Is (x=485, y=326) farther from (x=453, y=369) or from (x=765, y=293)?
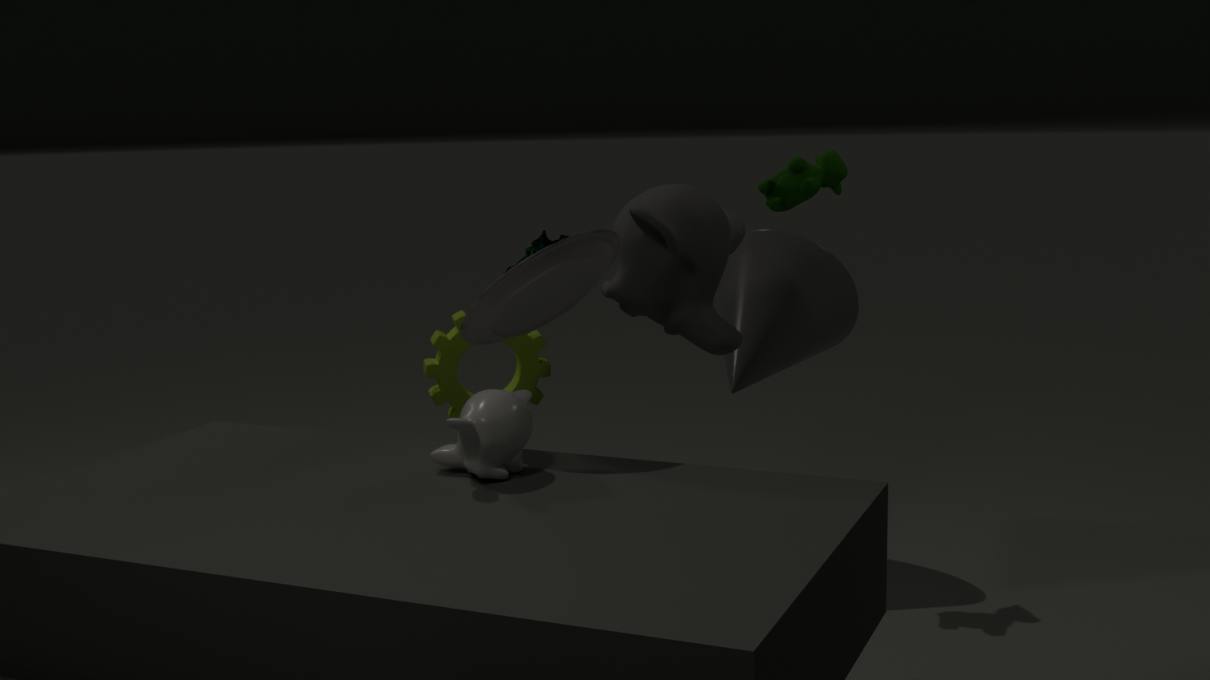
(x=765, y=293)
